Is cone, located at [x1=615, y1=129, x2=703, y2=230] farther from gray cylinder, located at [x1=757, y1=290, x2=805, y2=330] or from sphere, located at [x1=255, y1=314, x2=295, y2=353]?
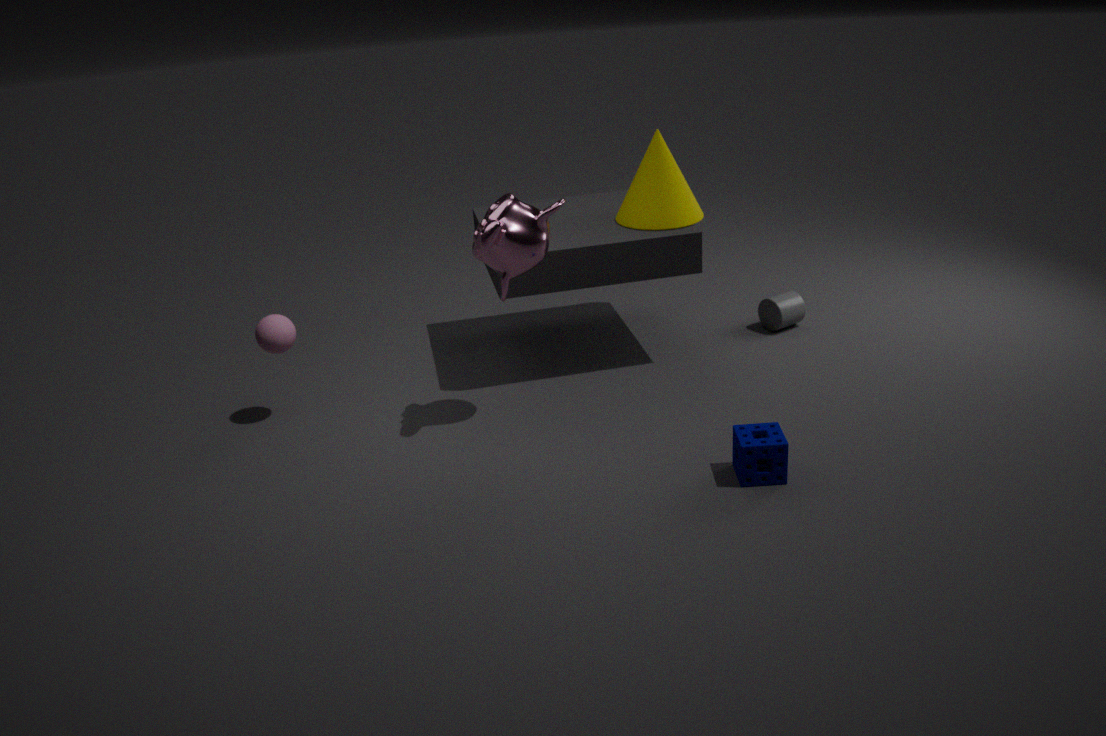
sphere, located at [x1=255, y1=314, x2=295, y2=353]
